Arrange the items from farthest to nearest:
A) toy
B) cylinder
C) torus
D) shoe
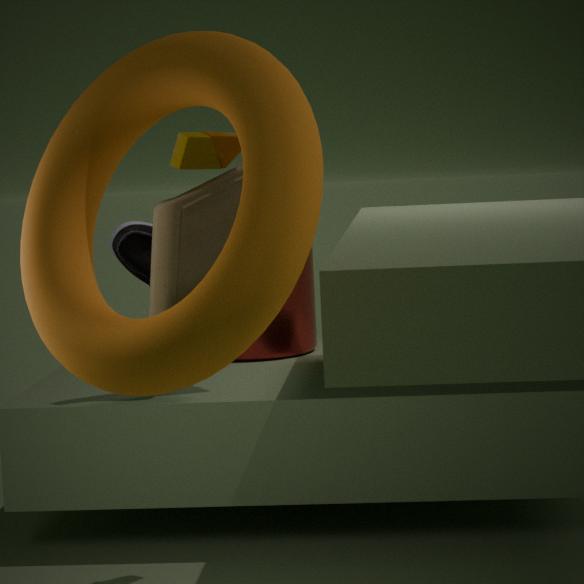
cylinder
shoe
toy
torus
